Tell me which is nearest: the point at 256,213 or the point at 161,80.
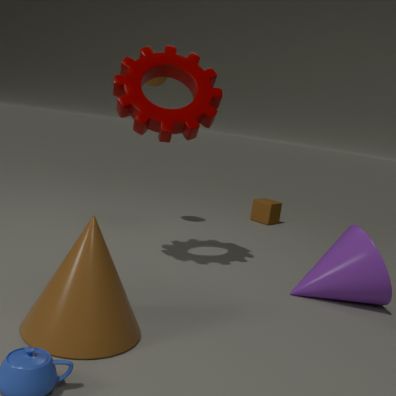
the point at 161,80
